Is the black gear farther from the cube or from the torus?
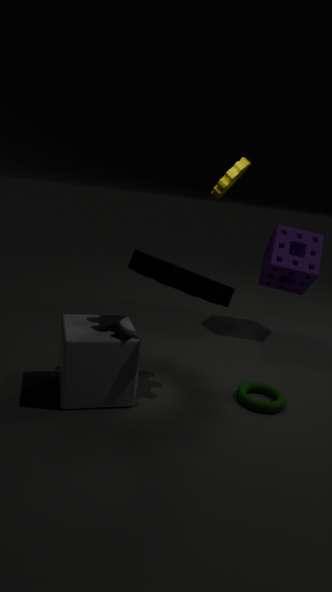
the torus
